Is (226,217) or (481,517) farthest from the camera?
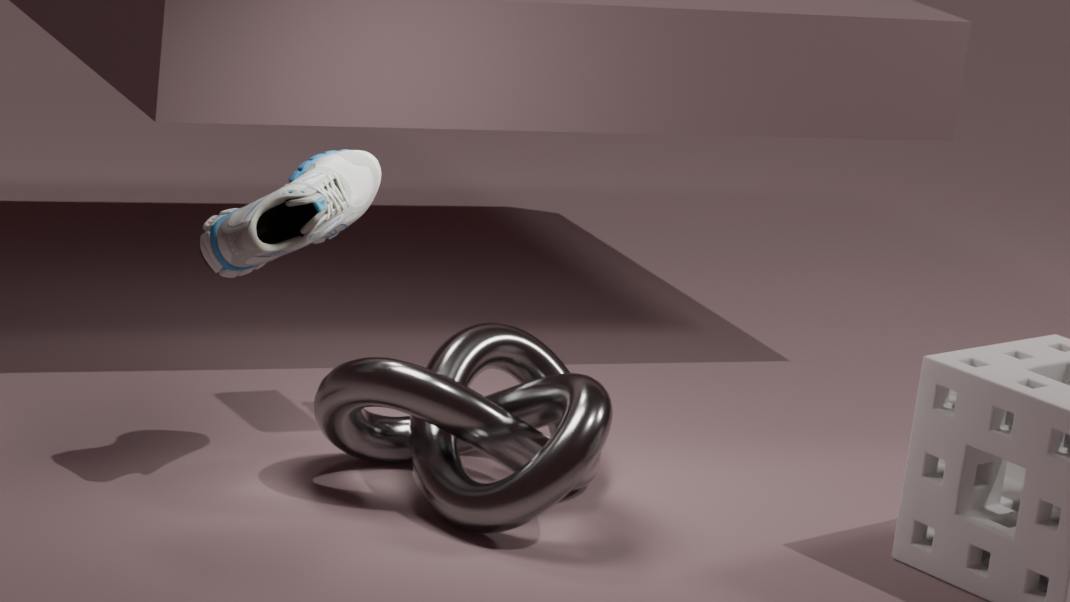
(226,217)
